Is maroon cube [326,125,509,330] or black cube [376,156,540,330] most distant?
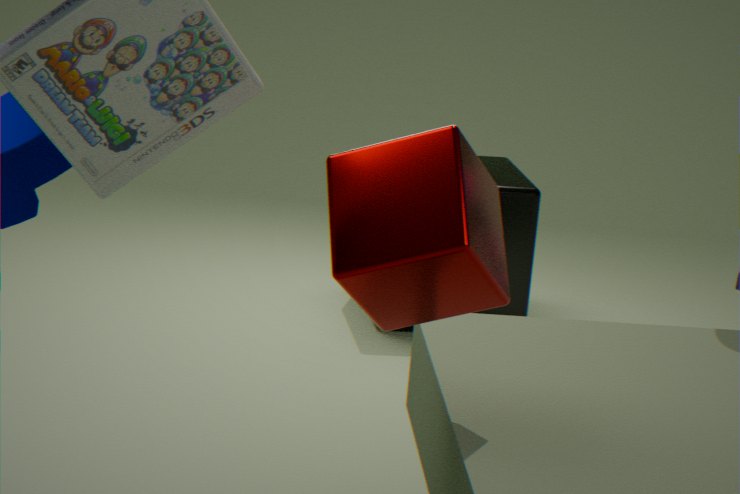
black cube [376,156,540,330]
